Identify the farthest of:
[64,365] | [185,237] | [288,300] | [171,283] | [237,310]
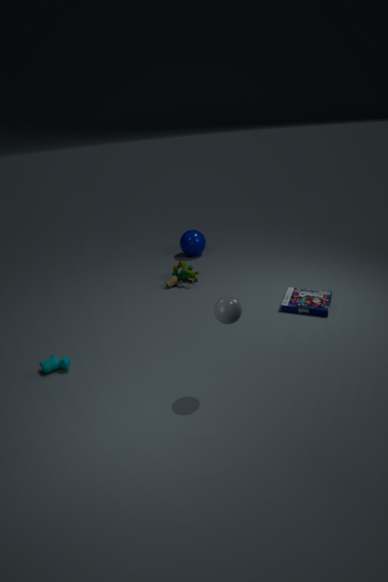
[185,237]
